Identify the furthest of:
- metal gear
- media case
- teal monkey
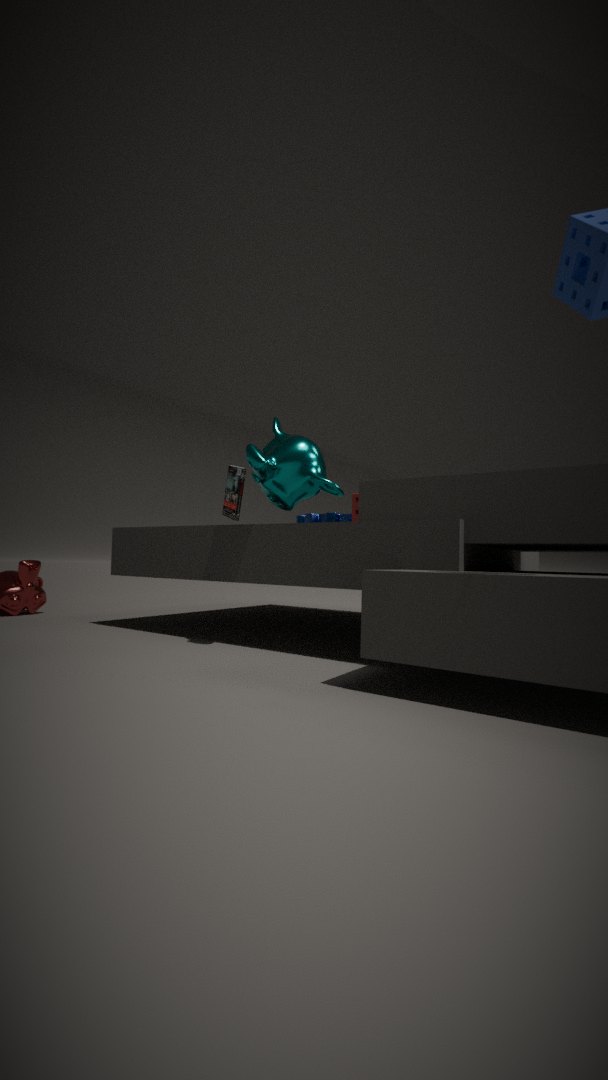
metal gear
